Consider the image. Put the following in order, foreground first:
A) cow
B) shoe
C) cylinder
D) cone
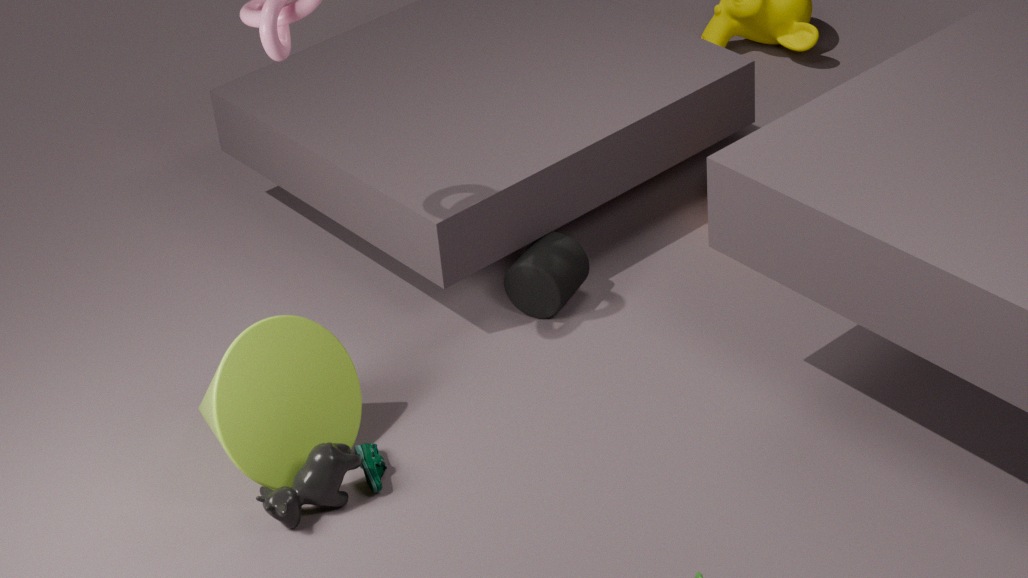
cow, cone, shoe, cylinder
